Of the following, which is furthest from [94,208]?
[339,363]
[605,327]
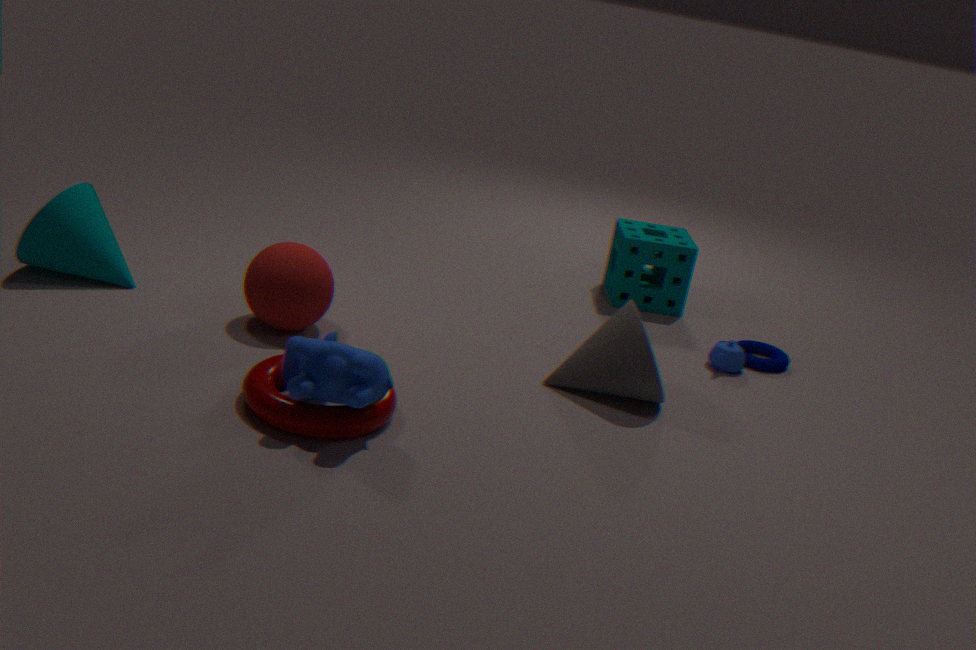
[605,327]
